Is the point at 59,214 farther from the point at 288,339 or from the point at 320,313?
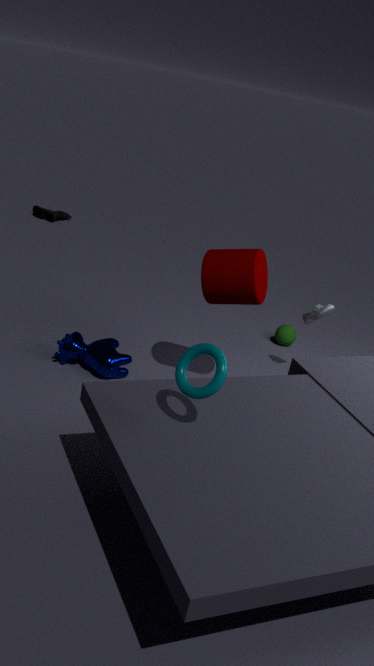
the point at 320,313
